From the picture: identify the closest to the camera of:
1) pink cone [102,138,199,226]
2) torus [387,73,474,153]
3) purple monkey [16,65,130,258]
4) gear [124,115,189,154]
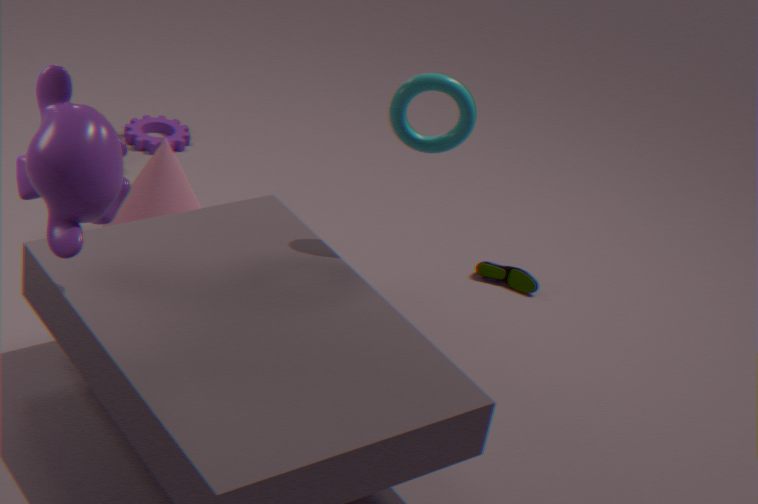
3. purple monkey [16,65,130,258]
